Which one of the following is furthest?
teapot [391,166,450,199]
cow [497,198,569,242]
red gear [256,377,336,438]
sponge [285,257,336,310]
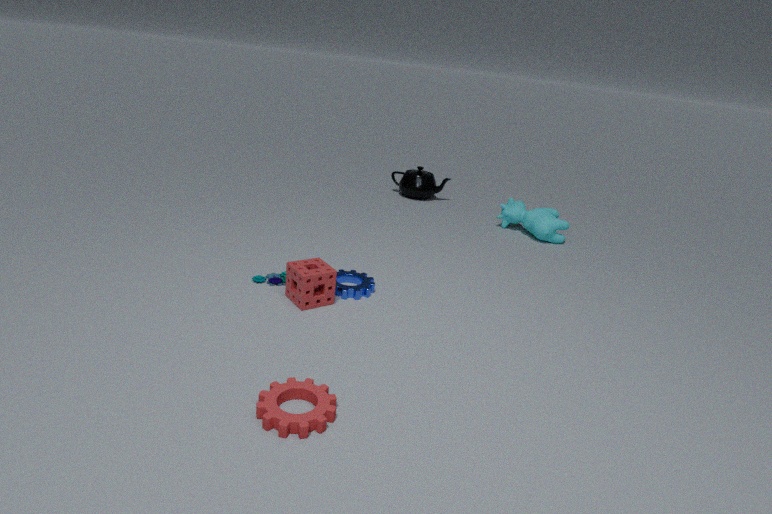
teapot [391,166,450,199]
